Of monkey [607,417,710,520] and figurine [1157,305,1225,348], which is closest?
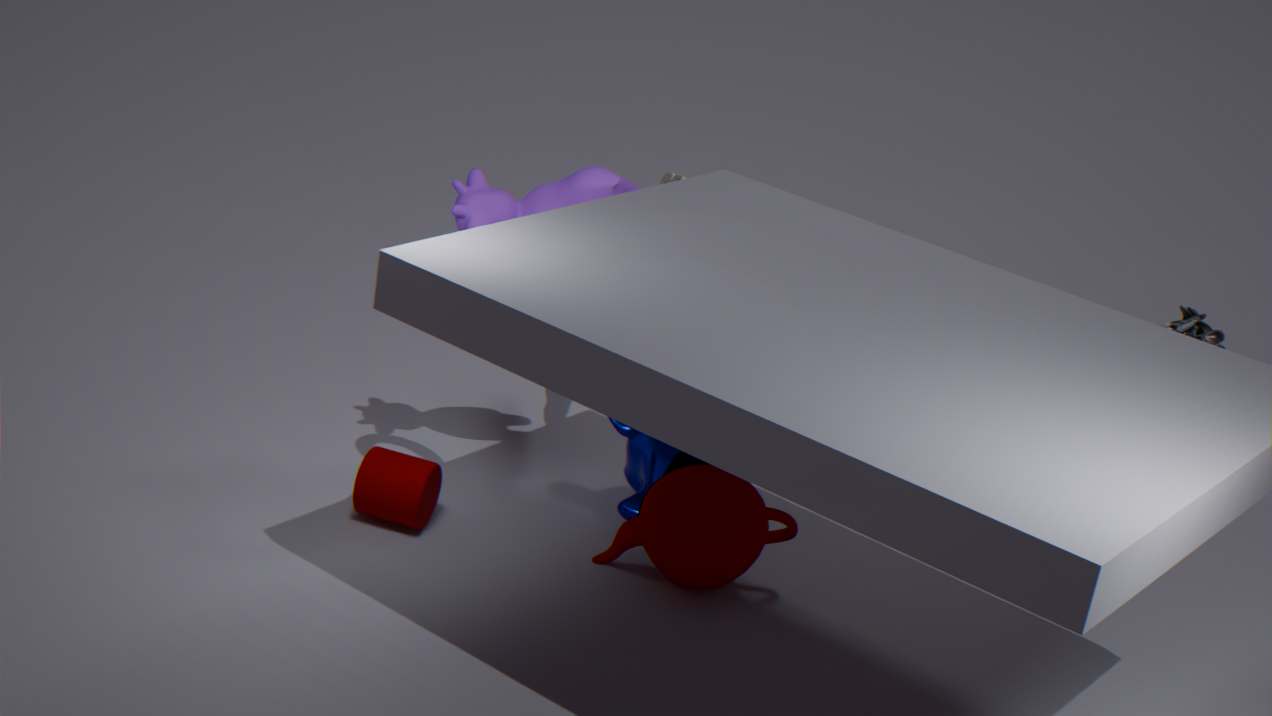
figurine [1157,305,1225,348]
